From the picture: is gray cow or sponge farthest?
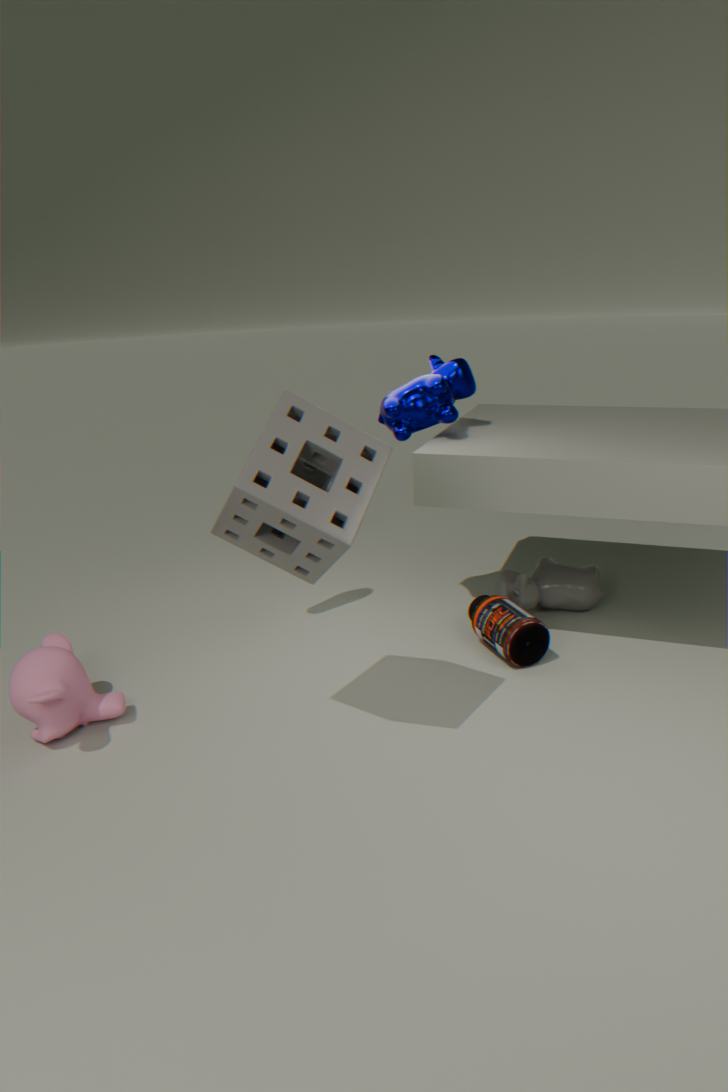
gray cow
